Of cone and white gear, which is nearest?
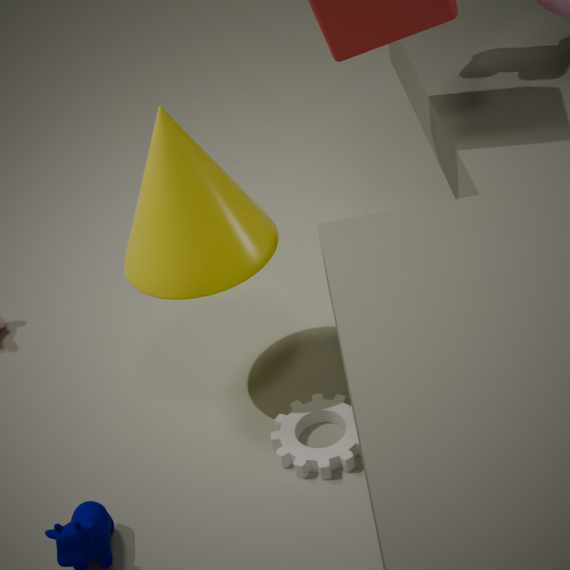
cone
